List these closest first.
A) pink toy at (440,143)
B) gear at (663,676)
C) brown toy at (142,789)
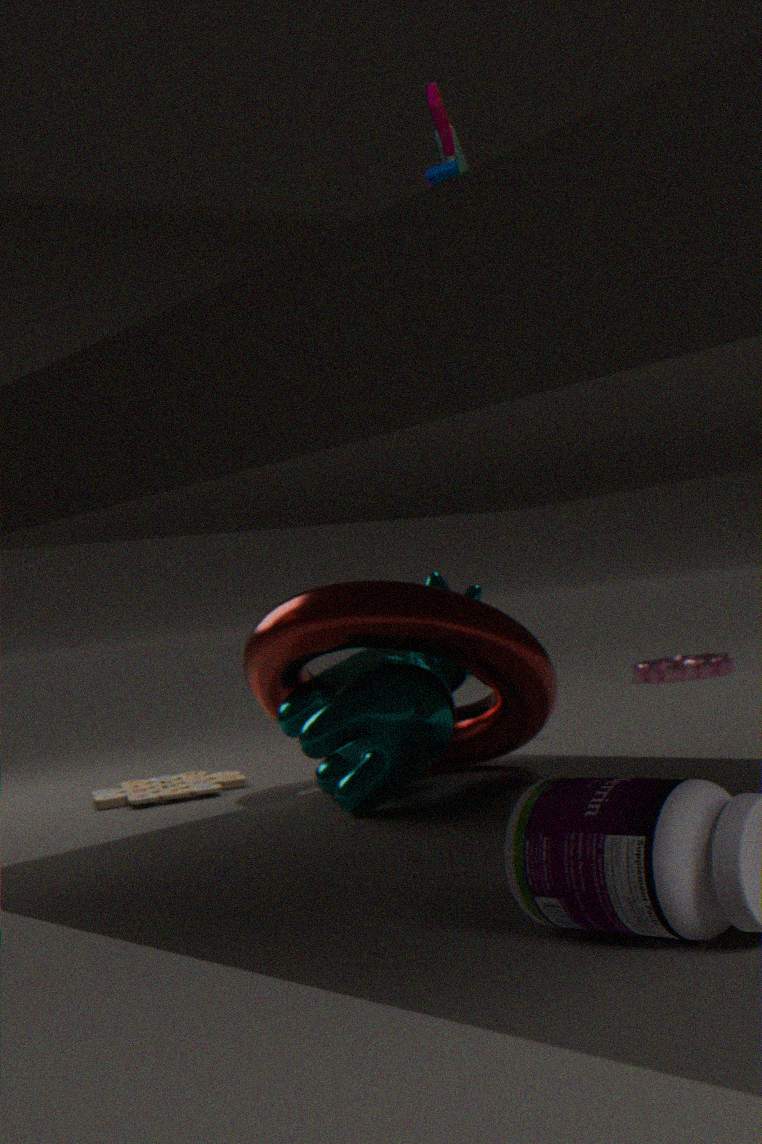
pink toy at (440,143), brown toy at (142,789), gear at (663,676)
